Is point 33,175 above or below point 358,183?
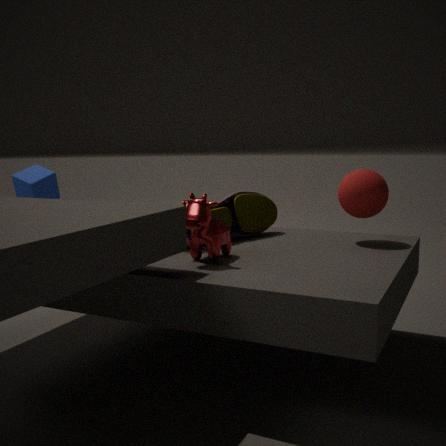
below
